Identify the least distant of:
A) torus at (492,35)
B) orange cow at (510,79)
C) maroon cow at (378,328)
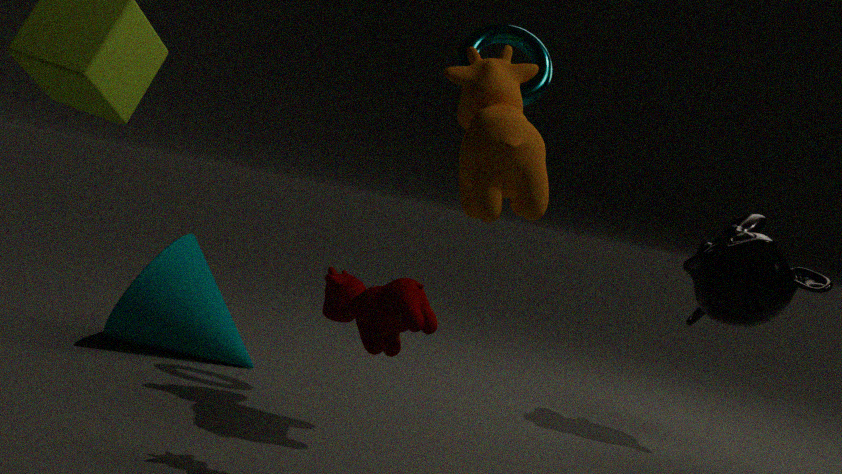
maroon cow at (378,328)
